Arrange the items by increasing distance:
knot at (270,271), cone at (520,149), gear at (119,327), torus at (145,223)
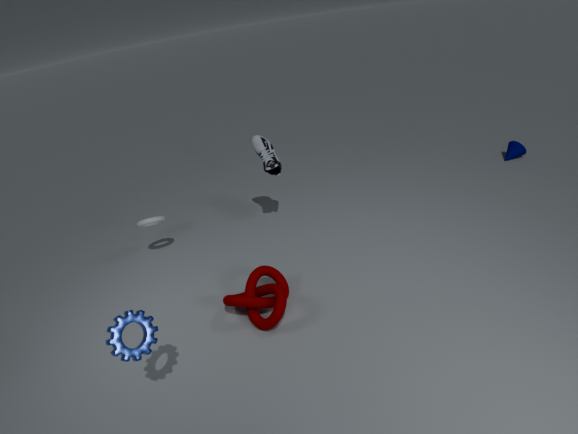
gear at (119,327), knot at (270,271), torus at (145,223), cone at (520,149)
